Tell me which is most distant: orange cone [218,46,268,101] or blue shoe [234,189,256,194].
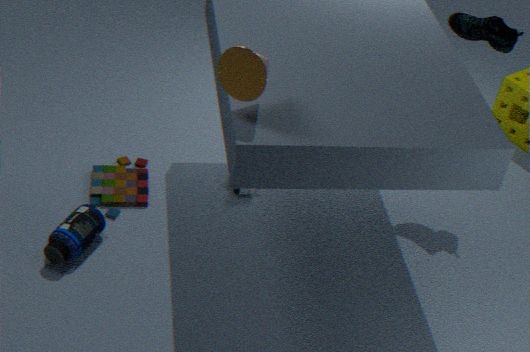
blue shoe [234,189,256,194]
